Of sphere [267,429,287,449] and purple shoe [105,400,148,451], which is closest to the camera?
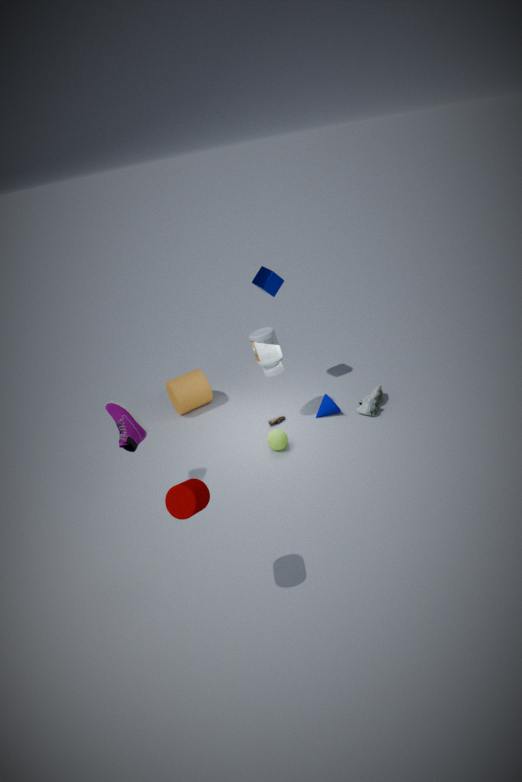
purple shoe [105,400,148,451]
